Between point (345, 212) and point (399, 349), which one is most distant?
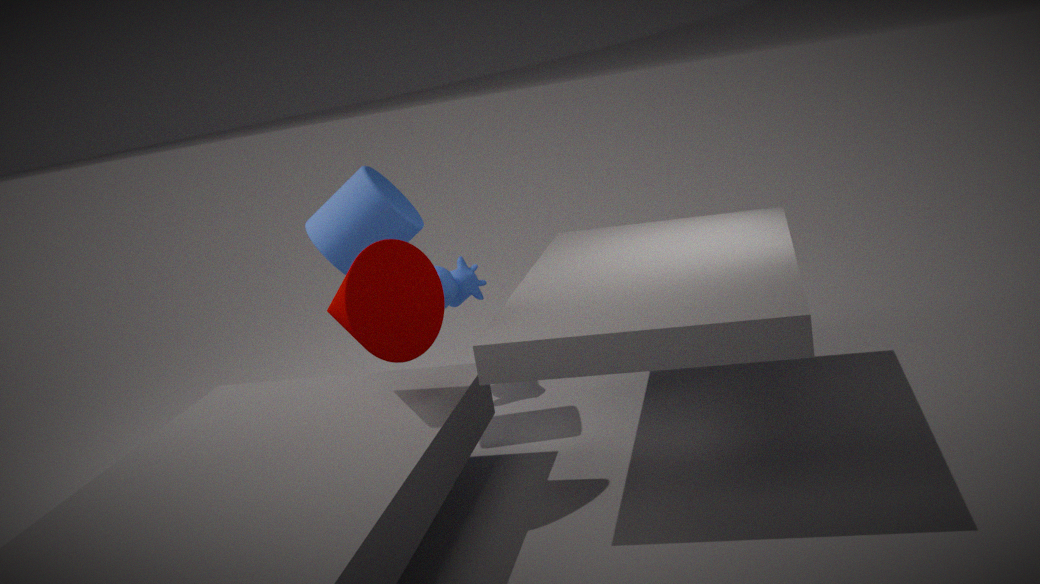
point (345, 212)
